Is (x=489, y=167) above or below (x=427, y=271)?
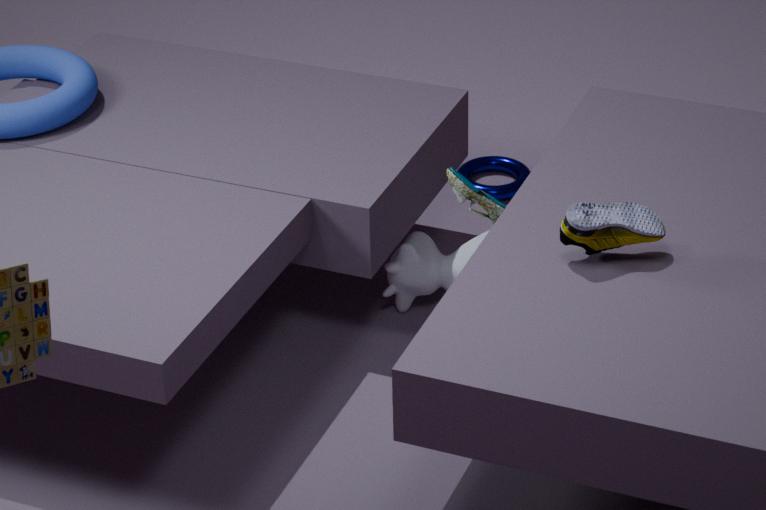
below
